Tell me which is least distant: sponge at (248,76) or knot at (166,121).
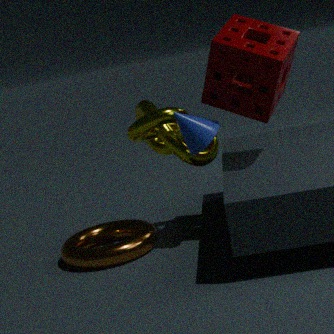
sponge at (248,76)
